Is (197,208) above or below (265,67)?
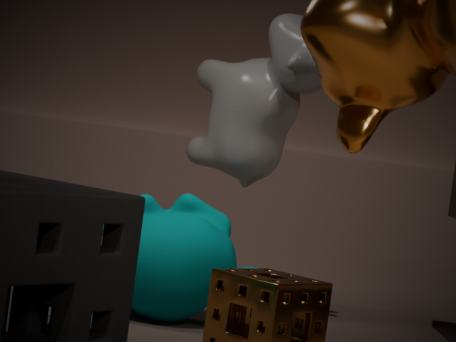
below
